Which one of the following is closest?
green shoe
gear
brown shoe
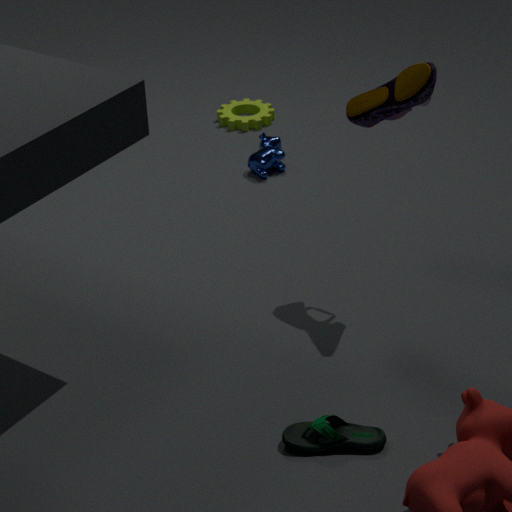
green shoe
